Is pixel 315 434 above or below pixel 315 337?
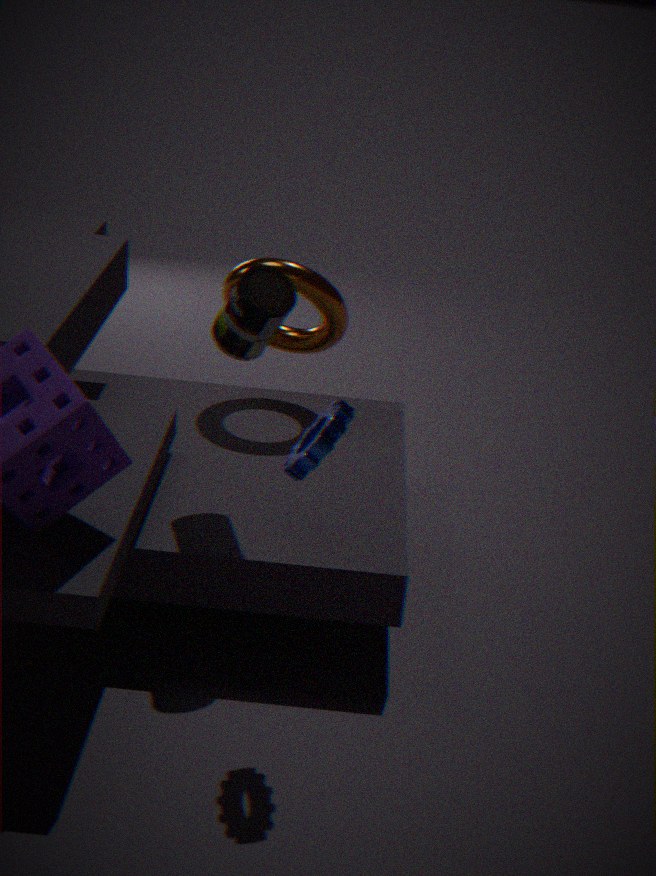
above
